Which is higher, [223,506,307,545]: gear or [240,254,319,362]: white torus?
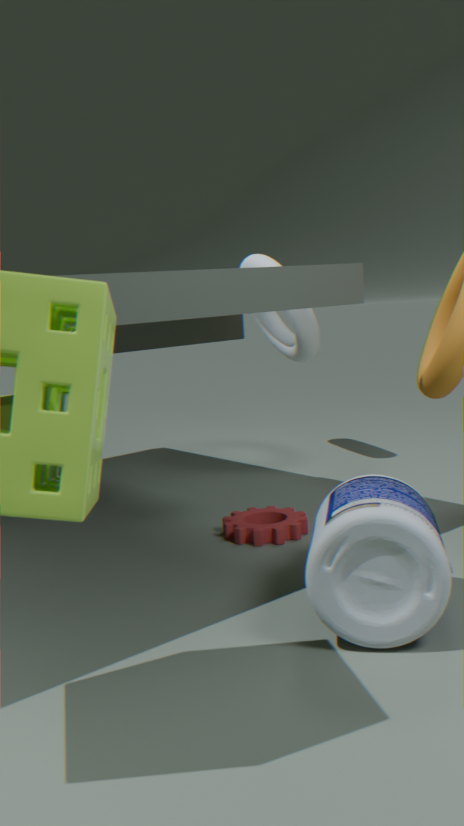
[240,254,319,362]: white torus
